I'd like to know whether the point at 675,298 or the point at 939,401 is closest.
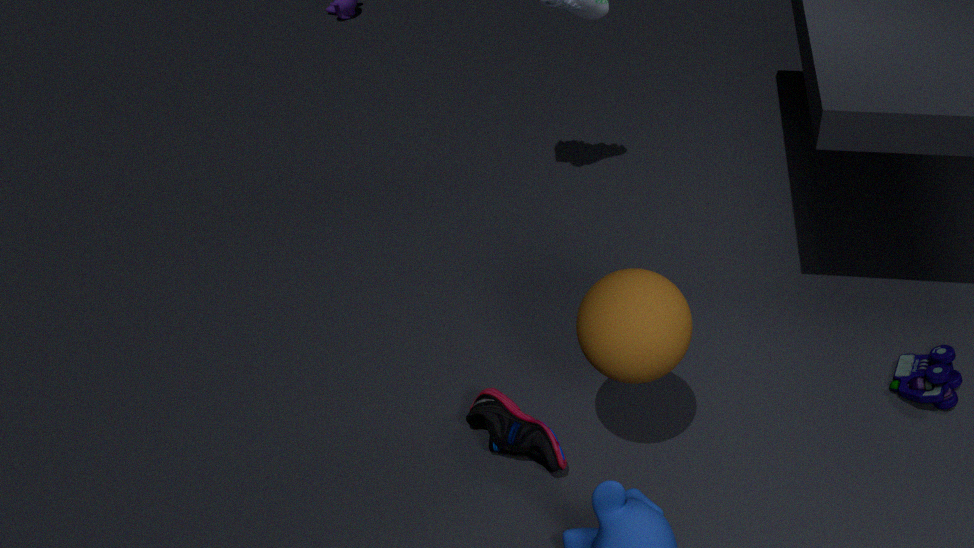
the point at 675,298
